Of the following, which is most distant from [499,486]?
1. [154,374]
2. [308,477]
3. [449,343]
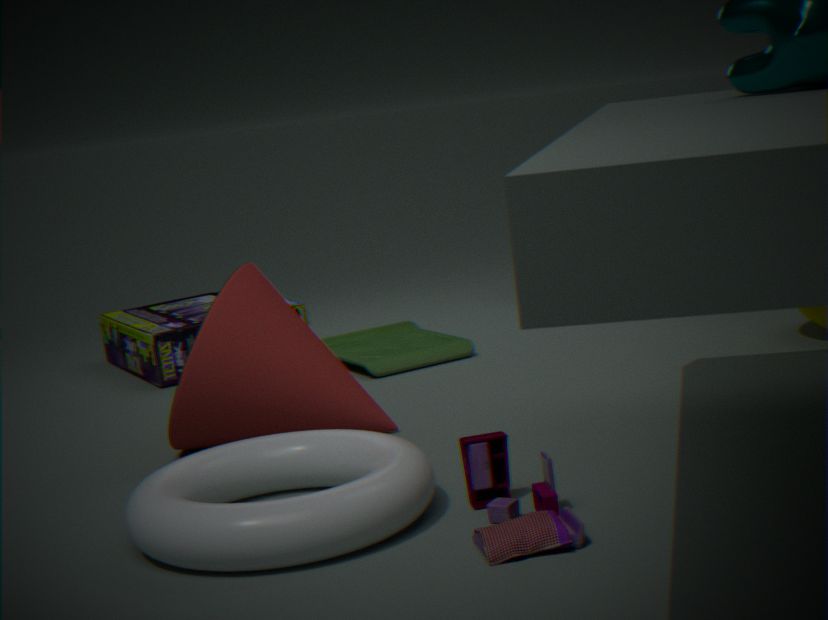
[154,374]
